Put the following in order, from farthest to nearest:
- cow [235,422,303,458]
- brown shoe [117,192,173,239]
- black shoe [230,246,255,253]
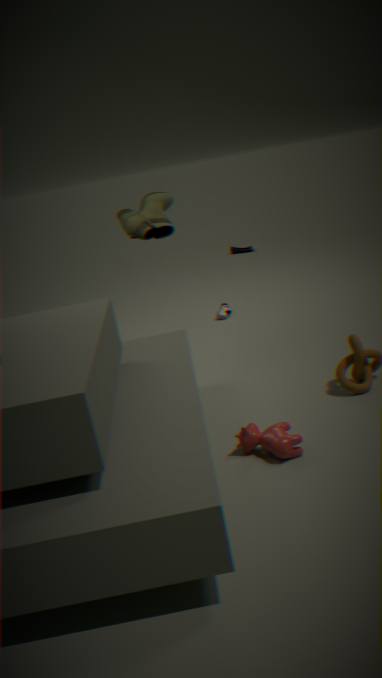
1. black shoe [230,246,255,253]
2. brown shoe [117,192,173,239]
3. cow [235,422,303,458]
